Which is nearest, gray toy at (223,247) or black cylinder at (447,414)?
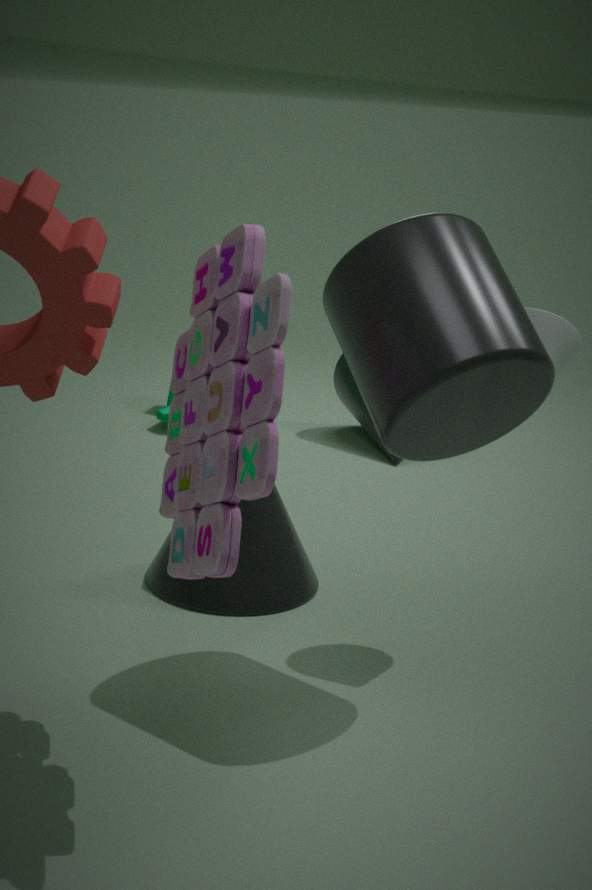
gray toy at (223,247)
